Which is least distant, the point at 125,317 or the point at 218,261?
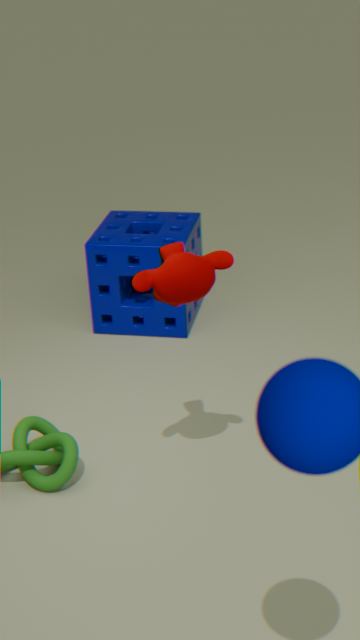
the point at 218,261
